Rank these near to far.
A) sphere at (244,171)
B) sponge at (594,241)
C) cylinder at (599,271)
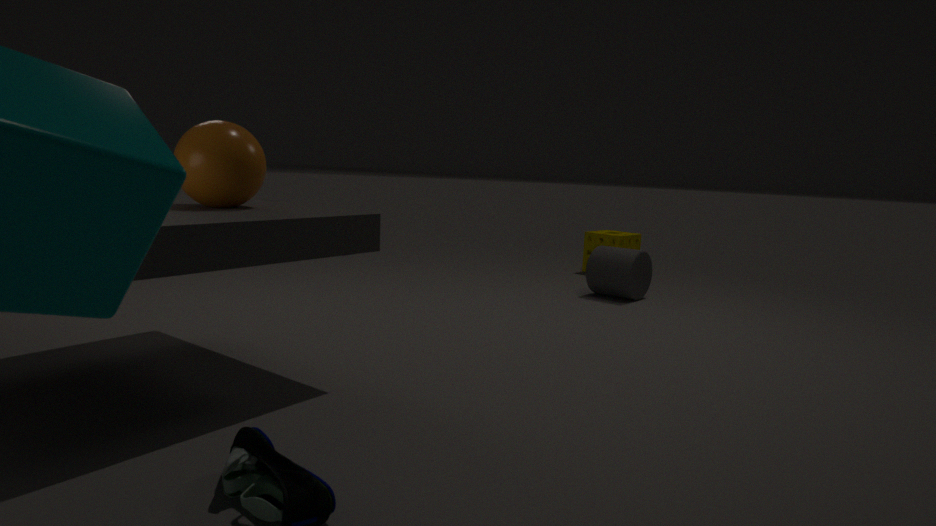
sphere at (244,171)
cylinder at (599,271)
sponge at (594,241)
